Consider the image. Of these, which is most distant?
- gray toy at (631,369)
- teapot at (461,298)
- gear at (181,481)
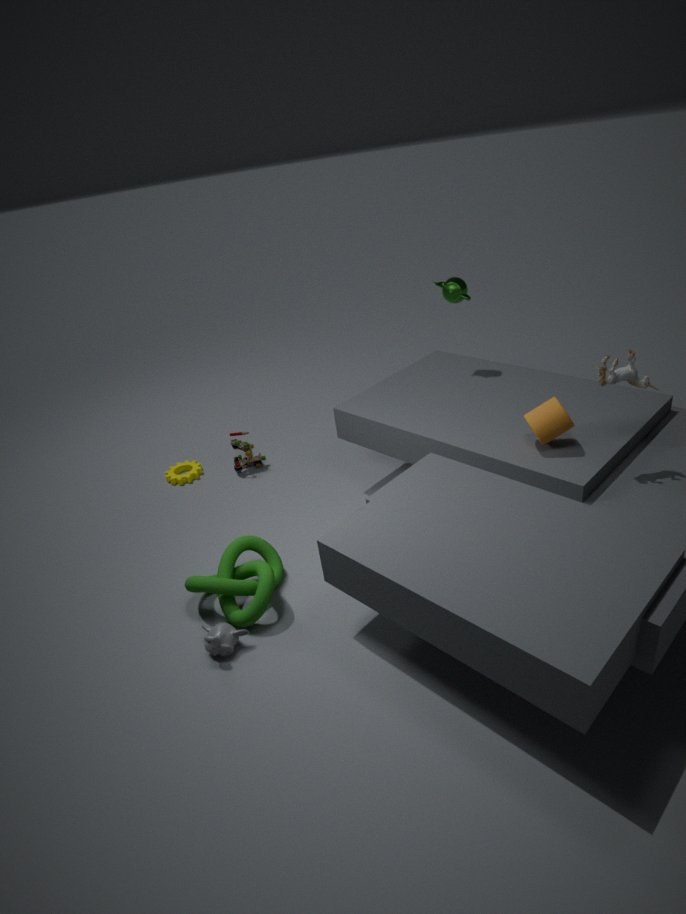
gear at (181,481)
